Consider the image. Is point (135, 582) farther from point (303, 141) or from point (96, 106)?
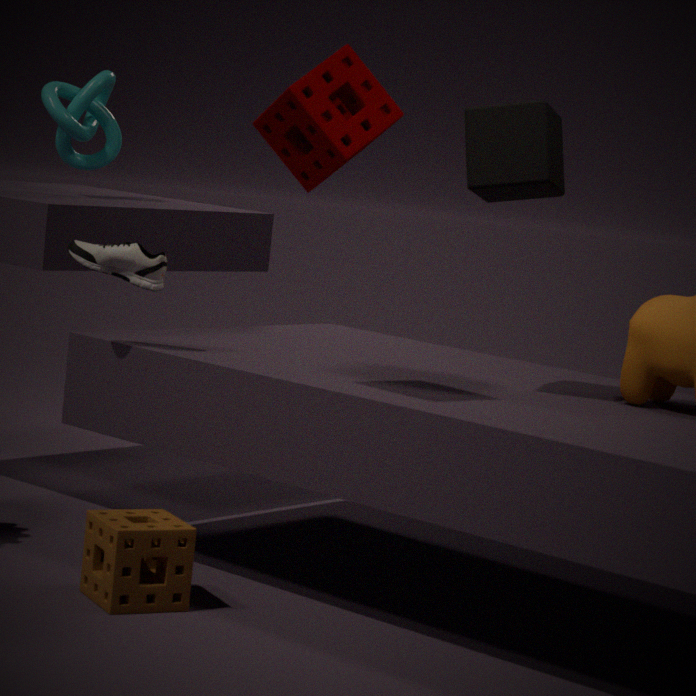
point (96, 106)
